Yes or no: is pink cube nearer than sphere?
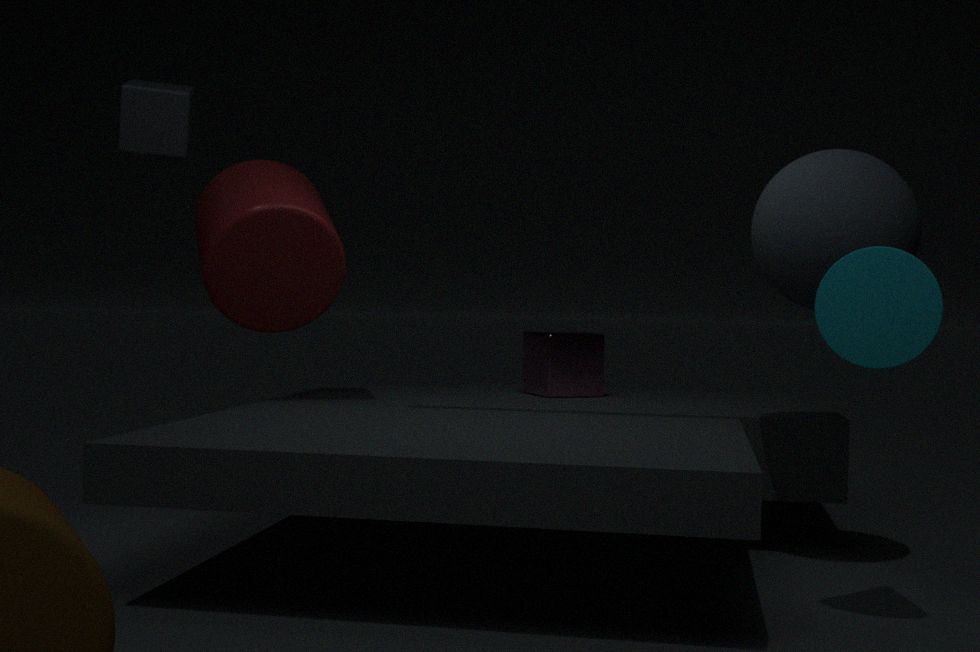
No
